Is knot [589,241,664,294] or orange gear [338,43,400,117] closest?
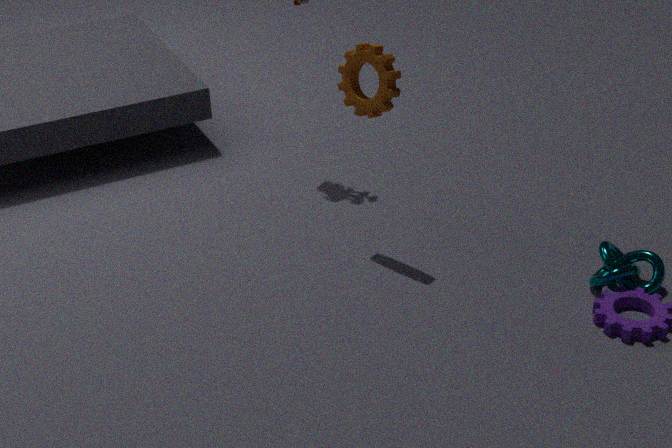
knot [589,241,664,294]
